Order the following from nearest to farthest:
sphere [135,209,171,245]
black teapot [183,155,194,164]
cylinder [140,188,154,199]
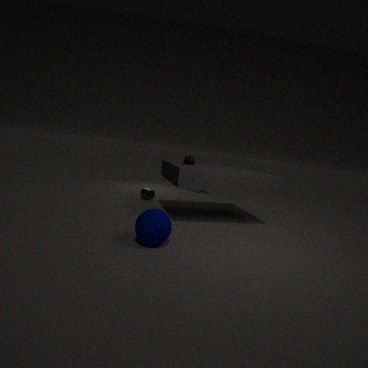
sphere [135,209,171,245], black teapot [183,155,194,164], cylinder [140,188,154,199]
